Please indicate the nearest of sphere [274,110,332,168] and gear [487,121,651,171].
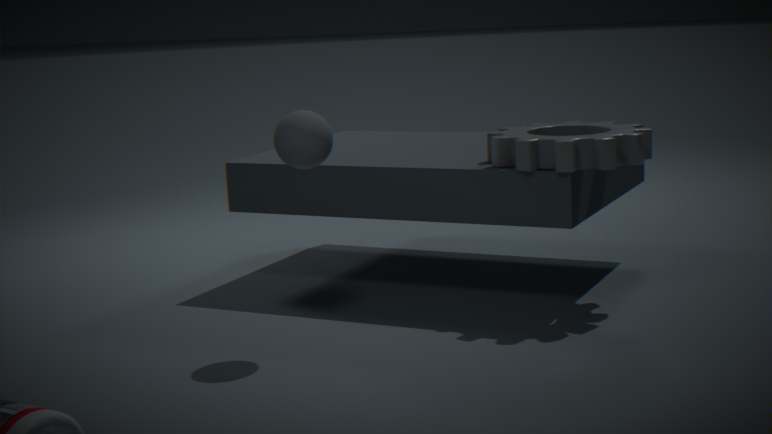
sphere [274,110,332,168]
